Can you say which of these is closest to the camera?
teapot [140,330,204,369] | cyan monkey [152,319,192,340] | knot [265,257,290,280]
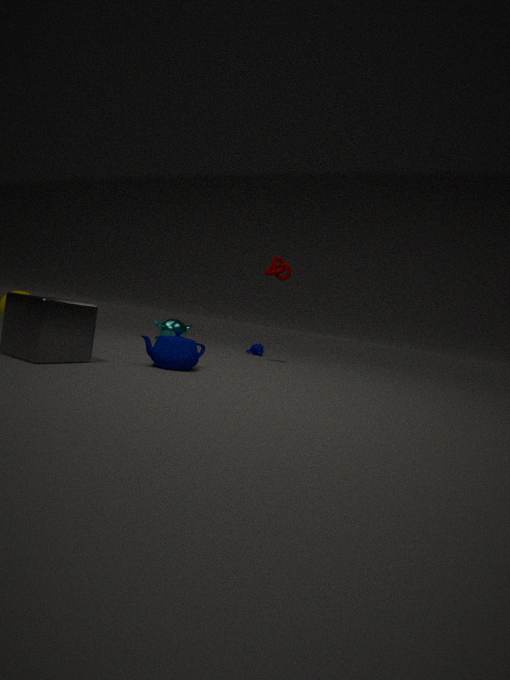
teapot [140,330,204,369]
